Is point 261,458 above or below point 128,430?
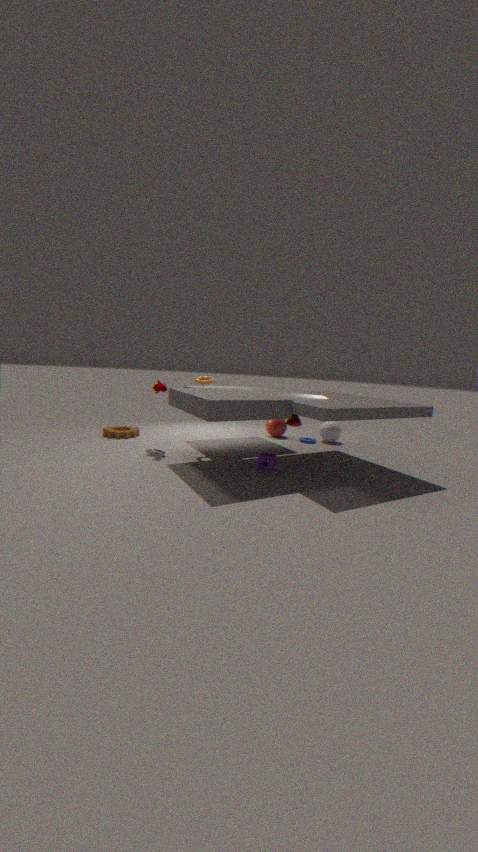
above
